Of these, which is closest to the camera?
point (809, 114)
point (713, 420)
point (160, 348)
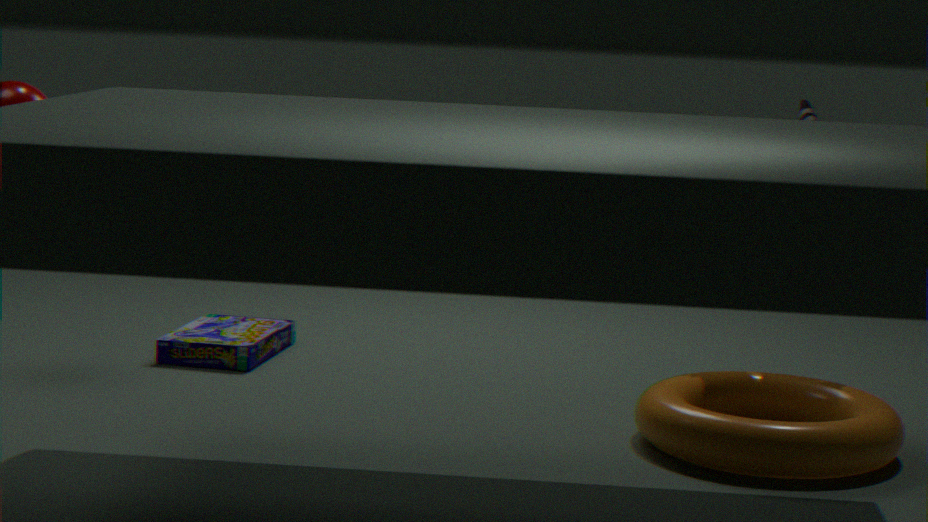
point (713, 420)
